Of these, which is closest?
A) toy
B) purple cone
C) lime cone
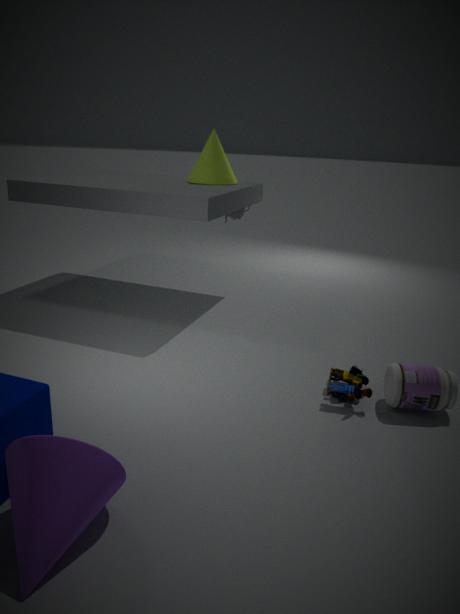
purple cone
